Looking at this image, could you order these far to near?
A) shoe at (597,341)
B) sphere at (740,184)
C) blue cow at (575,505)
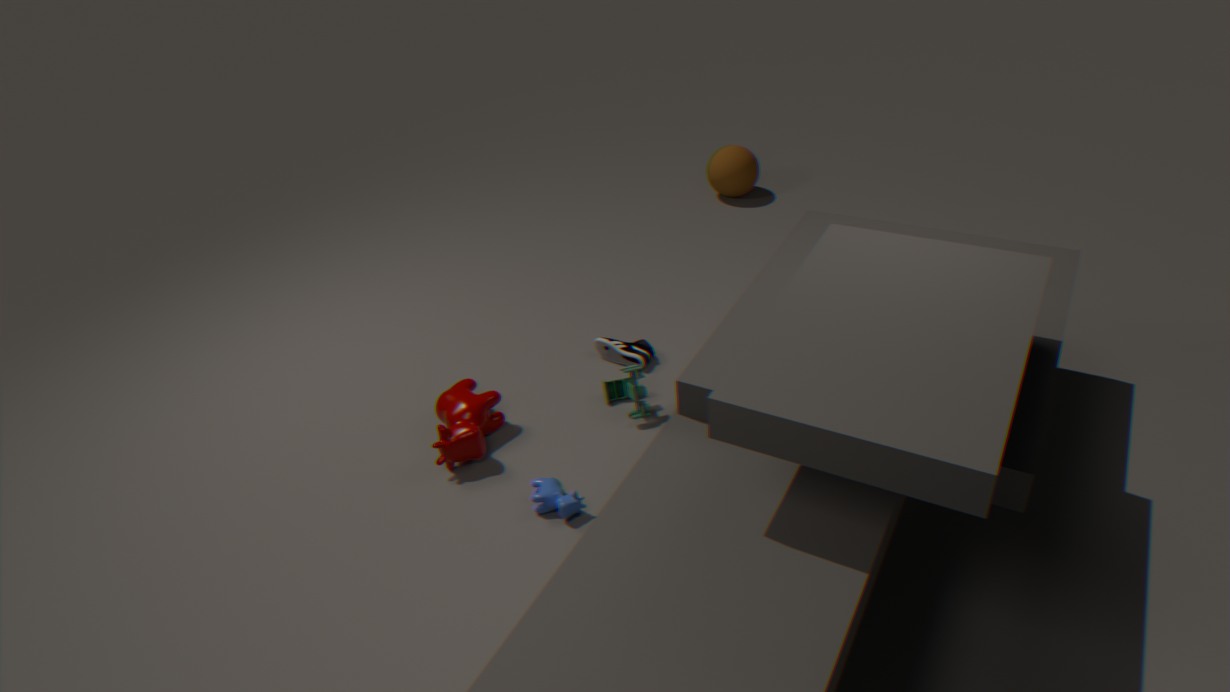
sphere at (740,184)
shoe at (597,341)
blue cow at (575,505)
